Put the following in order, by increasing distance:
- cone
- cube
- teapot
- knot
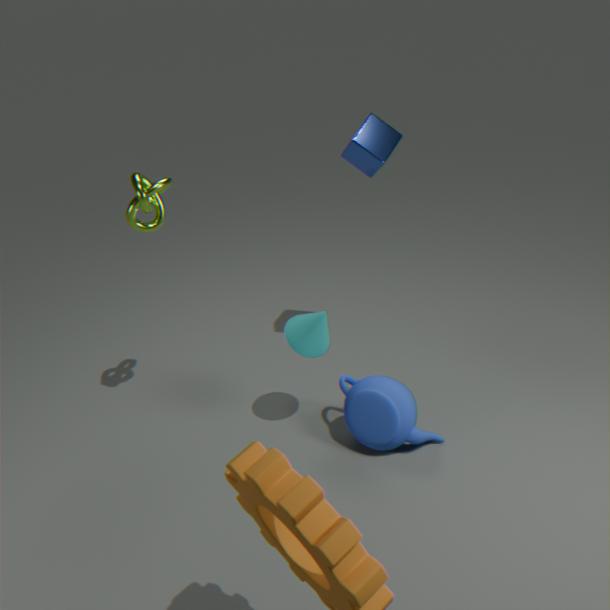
knot → cone → teapot → cube
